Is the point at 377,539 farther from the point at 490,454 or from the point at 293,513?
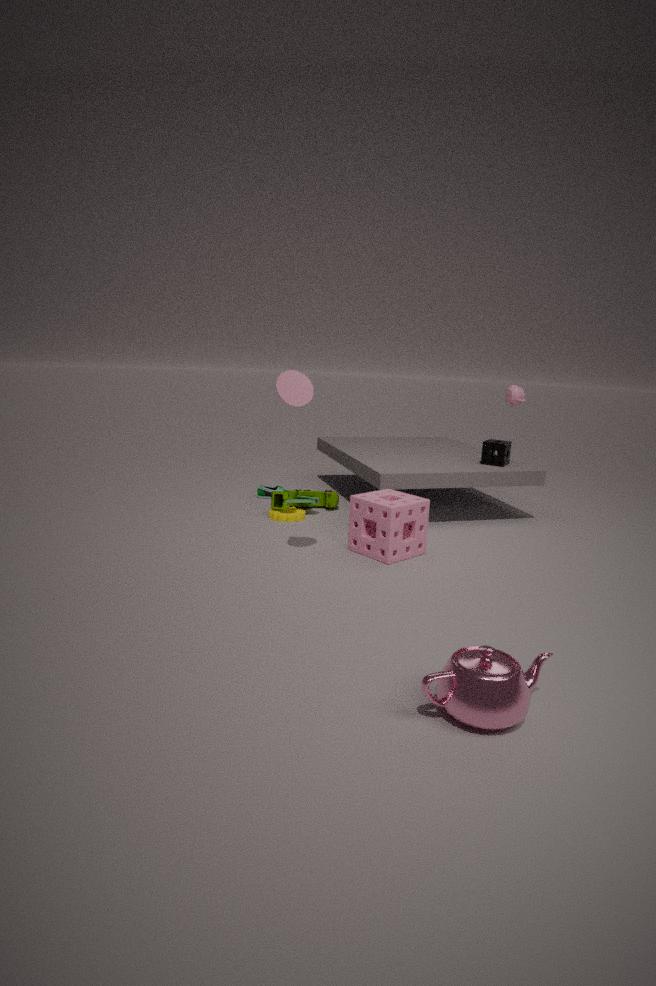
the point at 490,454
